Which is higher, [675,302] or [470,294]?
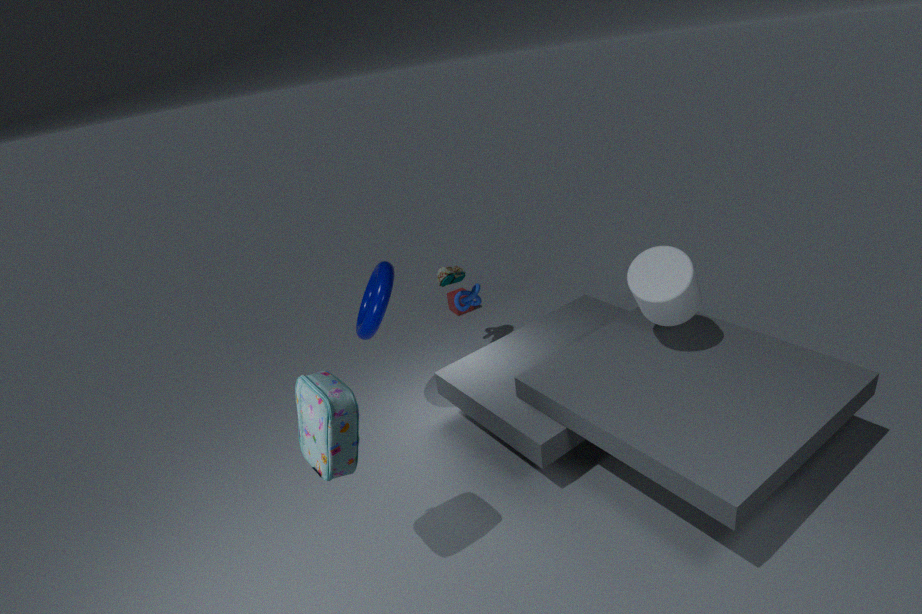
[675,302]
